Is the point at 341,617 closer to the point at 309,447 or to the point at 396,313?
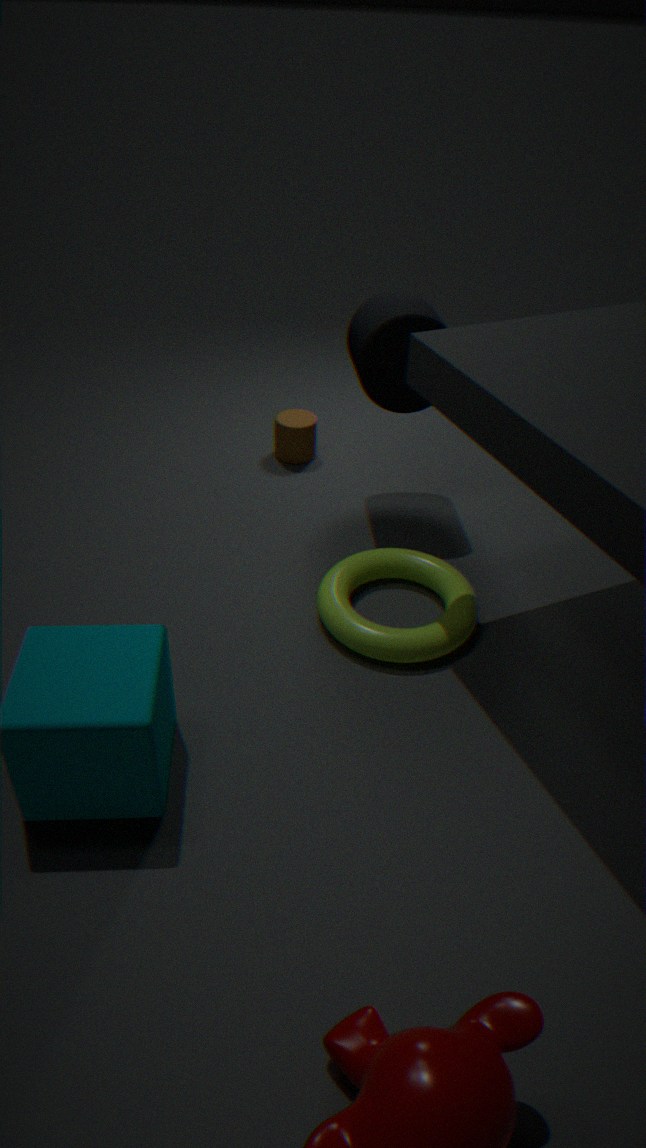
the point at 396,313
